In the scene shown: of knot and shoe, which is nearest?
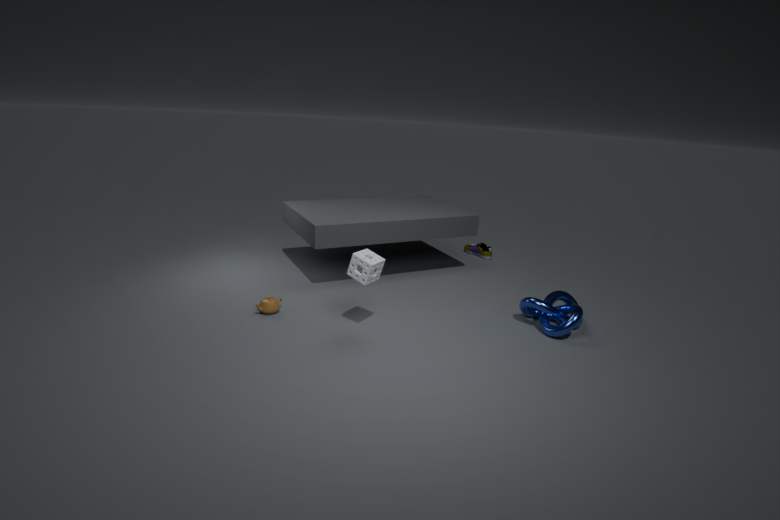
knot
